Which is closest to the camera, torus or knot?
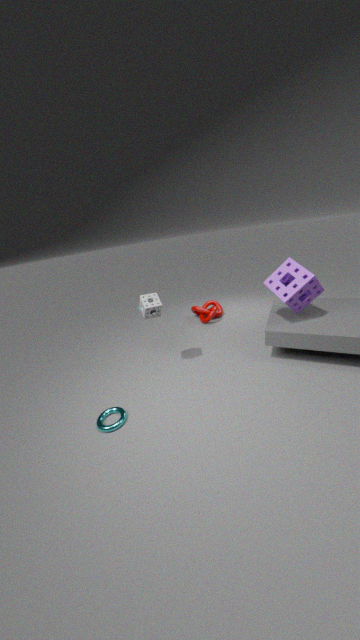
torus
